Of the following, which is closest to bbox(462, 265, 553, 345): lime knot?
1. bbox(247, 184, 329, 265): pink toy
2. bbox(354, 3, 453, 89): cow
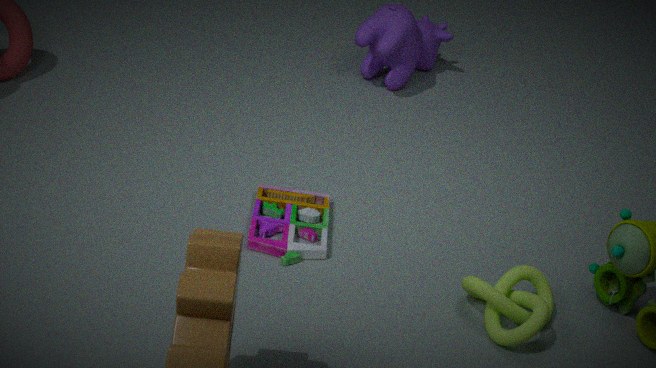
bbox(247, 184, 329, 265): pink toy
